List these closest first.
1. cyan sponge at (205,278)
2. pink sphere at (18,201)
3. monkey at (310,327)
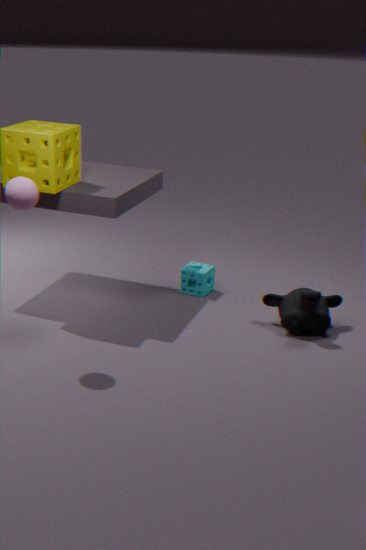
1. pink sphere at (18,201)
2. monkey at (310,327)
3. cyan sponge at (205,278)
